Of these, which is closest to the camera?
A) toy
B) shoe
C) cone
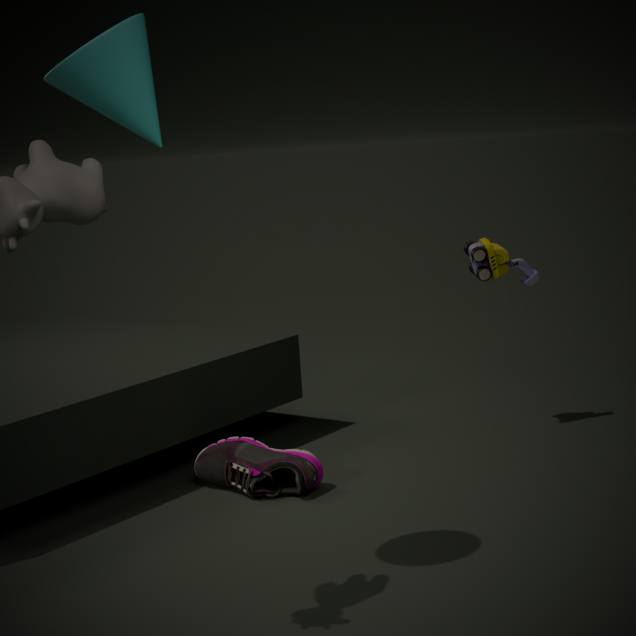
cone
